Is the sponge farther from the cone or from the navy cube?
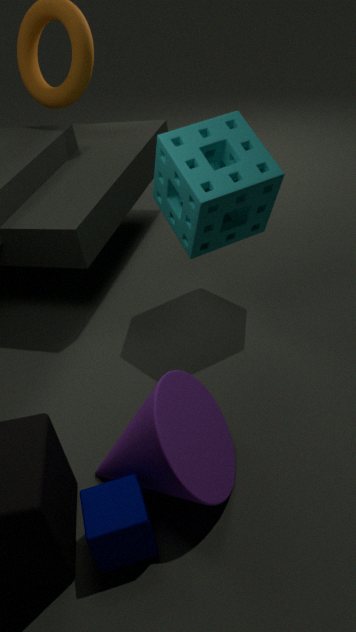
the navy cube
